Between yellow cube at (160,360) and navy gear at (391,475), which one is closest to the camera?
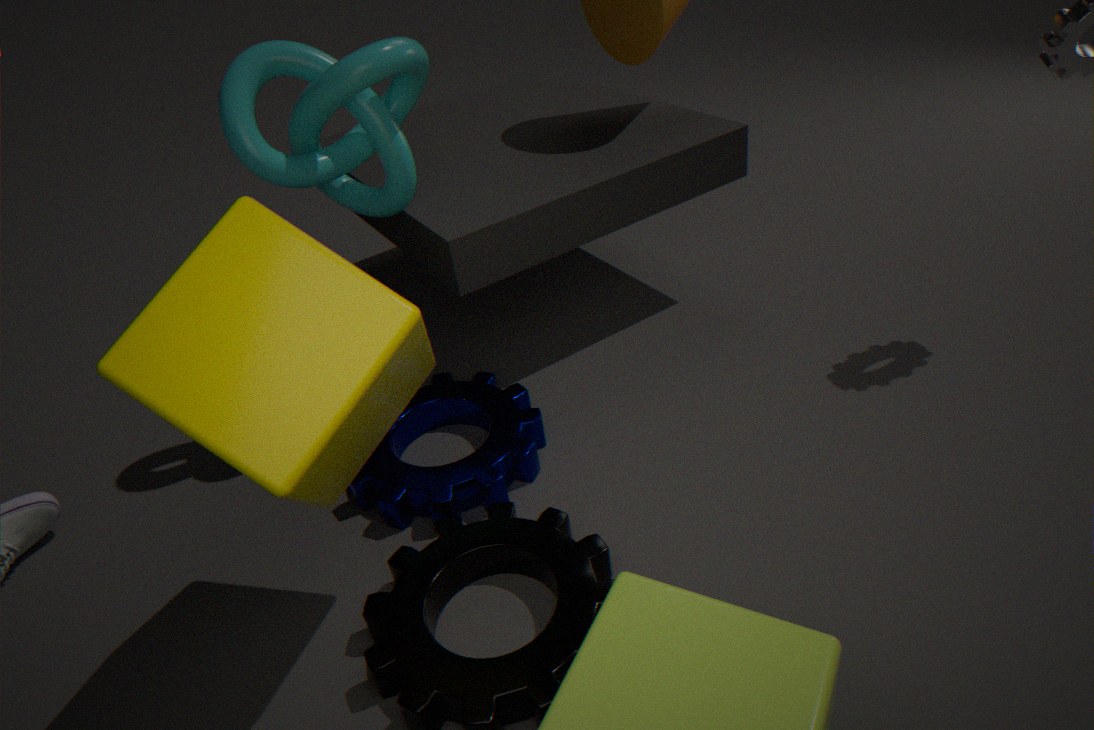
yellow cube at (160,360)
